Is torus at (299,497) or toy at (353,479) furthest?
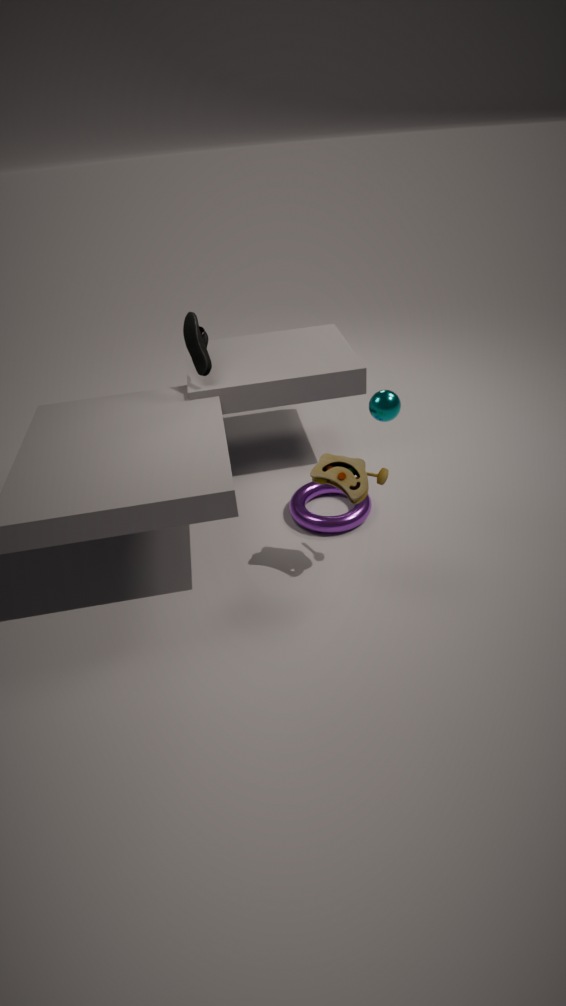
torus at (299,497)
